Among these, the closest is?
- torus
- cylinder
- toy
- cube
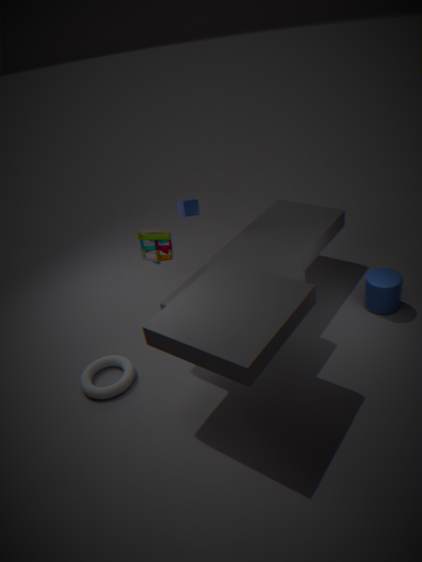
torus
